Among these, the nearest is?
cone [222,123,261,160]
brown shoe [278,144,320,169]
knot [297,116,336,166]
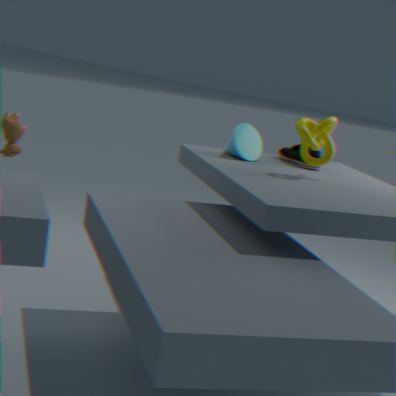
knot [297,116,336,166]
